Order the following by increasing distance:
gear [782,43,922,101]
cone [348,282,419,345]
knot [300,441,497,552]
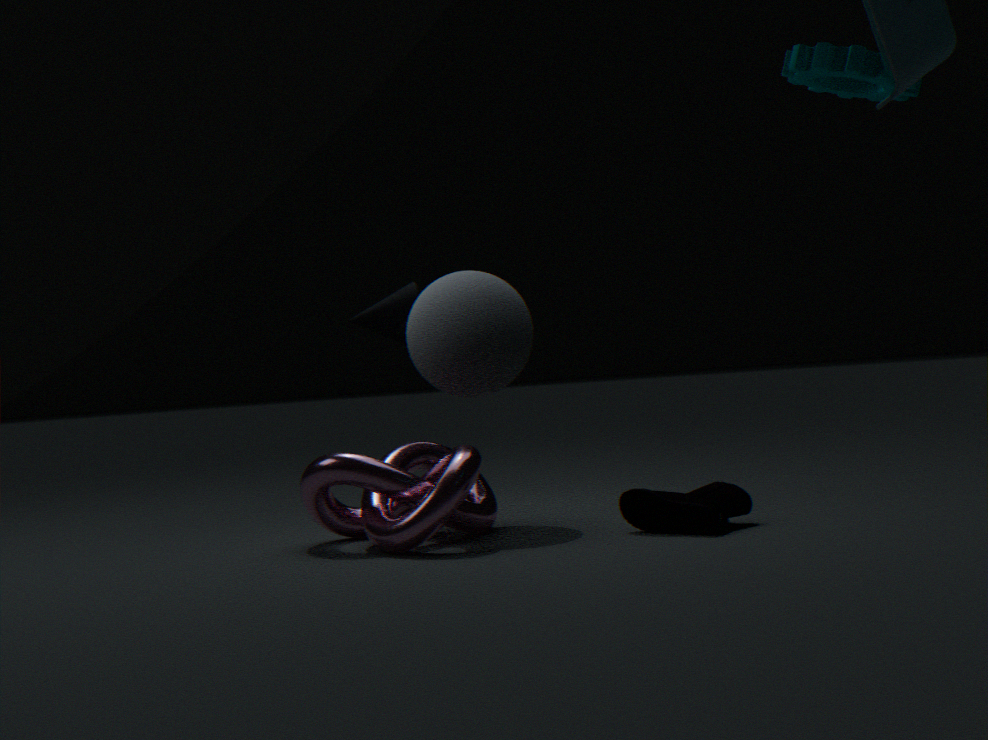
gear [782,43,922,101] < knot [300,441,497,552] < cone [348,282,419,345]
